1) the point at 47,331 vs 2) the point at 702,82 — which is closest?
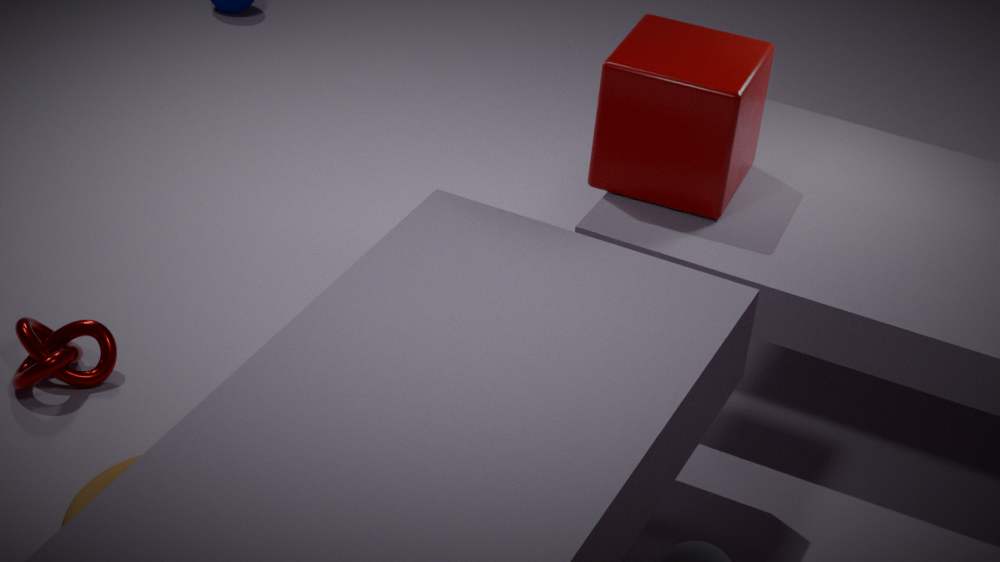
2. the point at 702,82
